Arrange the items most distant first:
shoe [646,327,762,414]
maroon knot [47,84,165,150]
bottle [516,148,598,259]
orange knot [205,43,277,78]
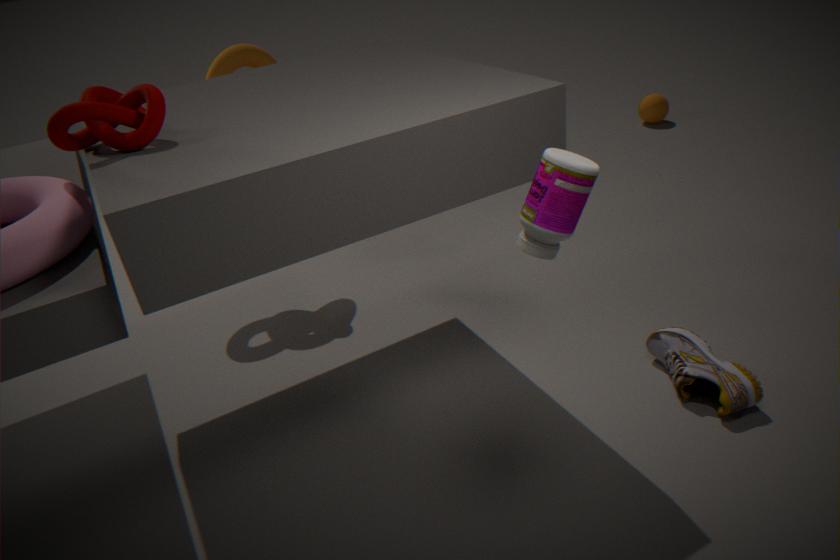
1. orange knot [205,43,277,78]
2. shoe [646,327,762,414]
3. maroon knot [47,84,165,150]
4. bottle [516,148,598,259]
